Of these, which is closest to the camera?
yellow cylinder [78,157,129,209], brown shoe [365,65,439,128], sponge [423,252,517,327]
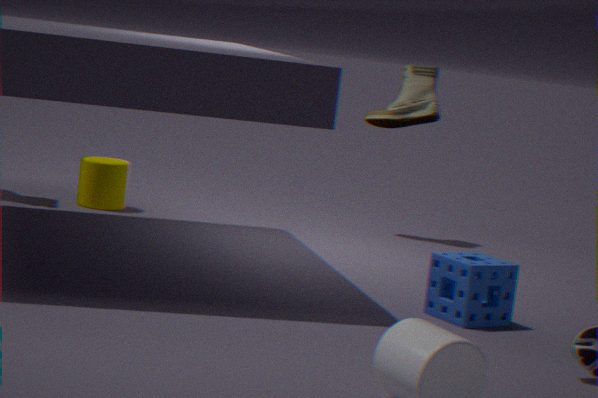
sponge [423,252,517,327]
